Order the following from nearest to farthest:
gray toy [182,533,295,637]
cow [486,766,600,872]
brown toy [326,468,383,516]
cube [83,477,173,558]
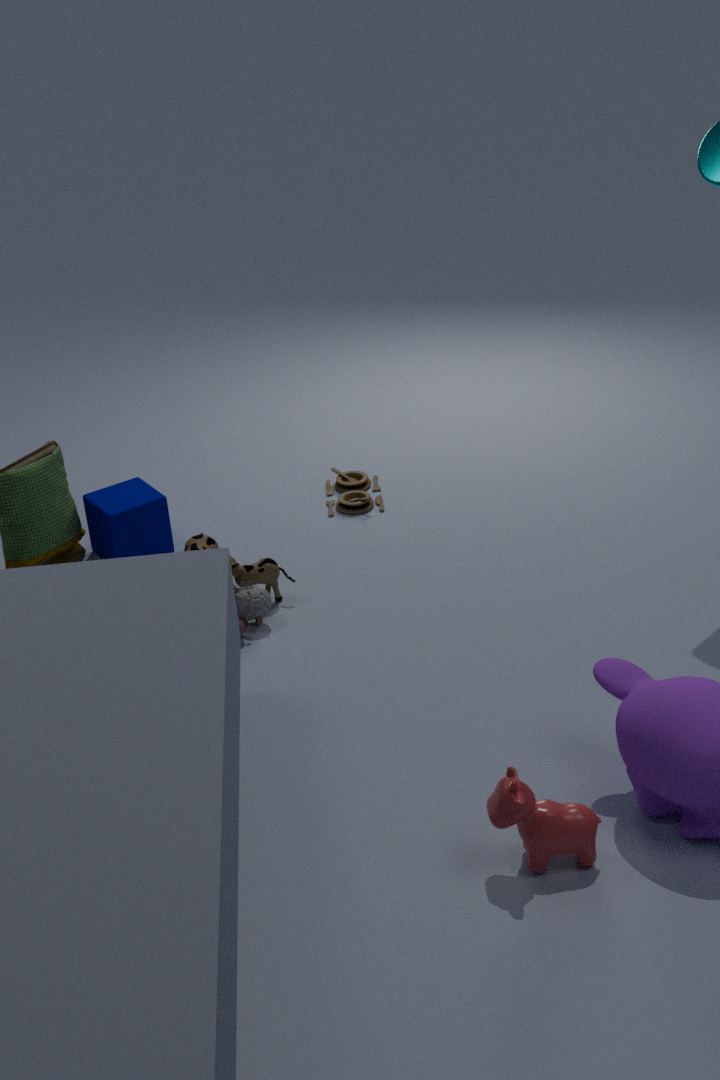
cow [486,766,600,872]
gray toy [182,533,295,637]
cube [83,477,173,558]
brown toy [326,468,383,516]
